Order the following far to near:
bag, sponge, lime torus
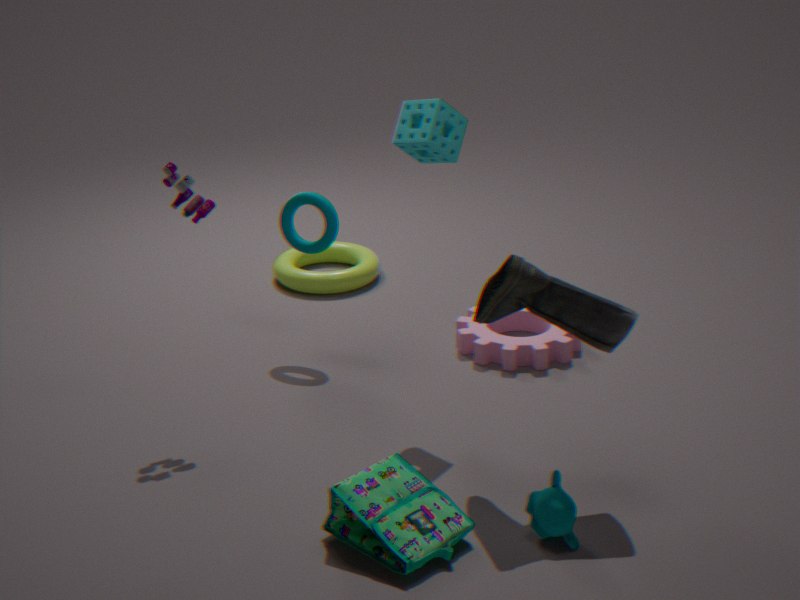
lime torus < sponge < bag
